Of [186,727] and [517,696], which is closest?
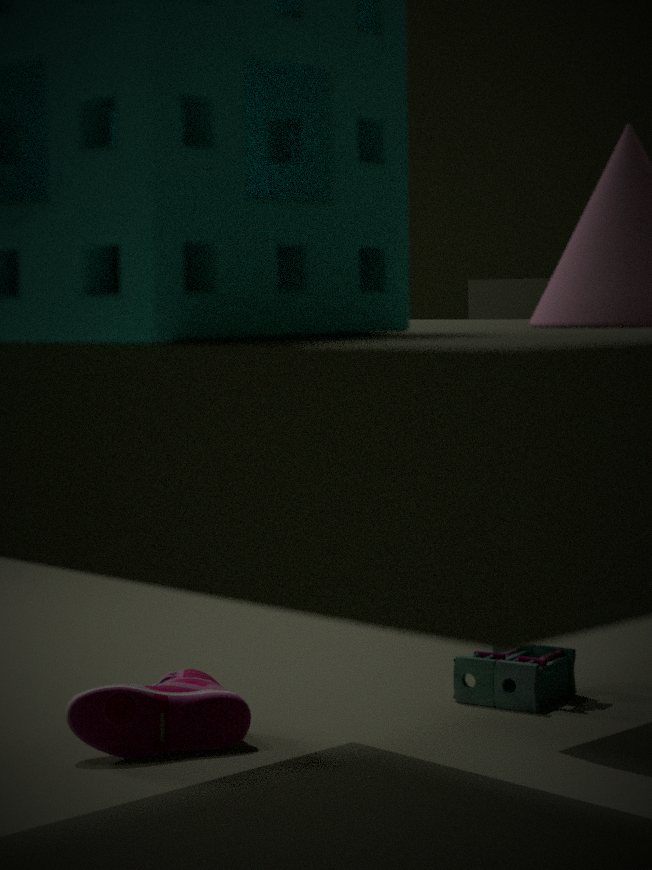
[186,727]
